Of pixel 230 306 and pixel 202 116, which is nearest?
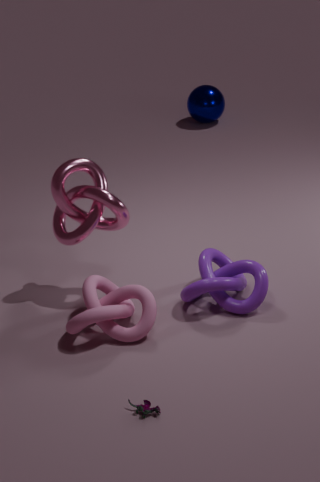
pixel 230 306
